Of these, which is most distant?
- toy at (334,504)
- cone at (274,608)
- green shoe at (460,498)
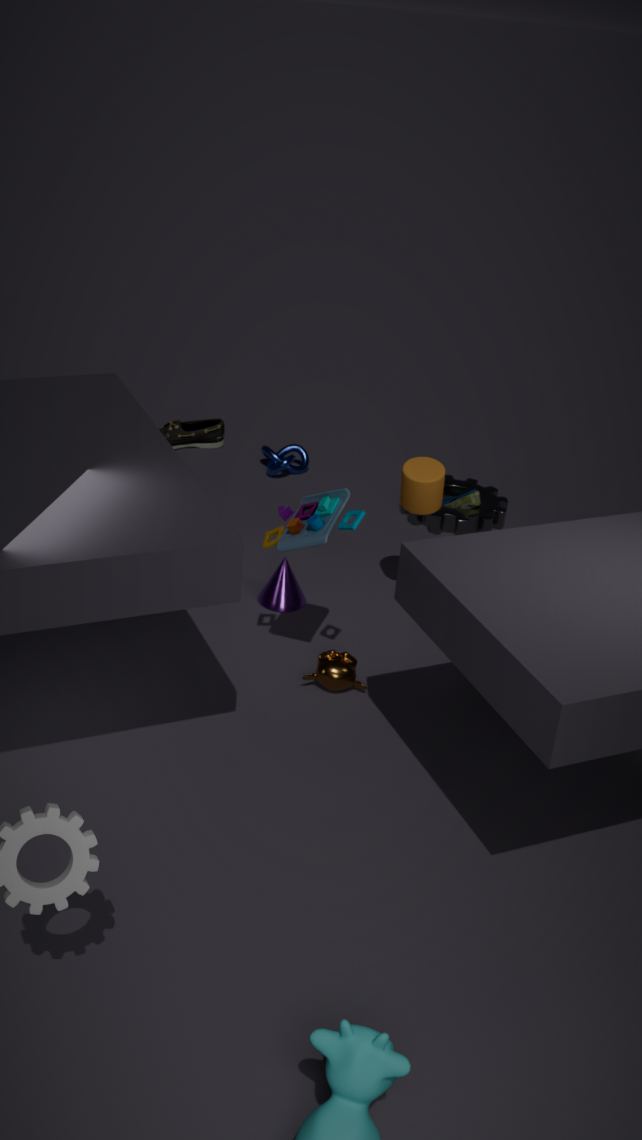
green shoe at (460,498)
